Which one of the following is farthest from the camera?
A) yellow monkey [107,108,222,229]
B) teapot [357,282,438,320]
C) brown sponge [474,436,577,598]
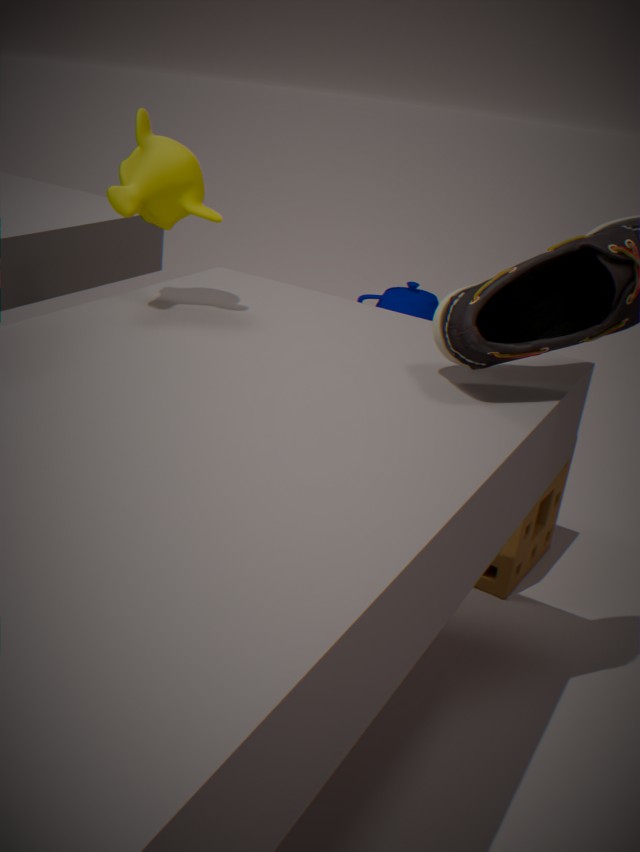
teapot [357,282,438,320]
